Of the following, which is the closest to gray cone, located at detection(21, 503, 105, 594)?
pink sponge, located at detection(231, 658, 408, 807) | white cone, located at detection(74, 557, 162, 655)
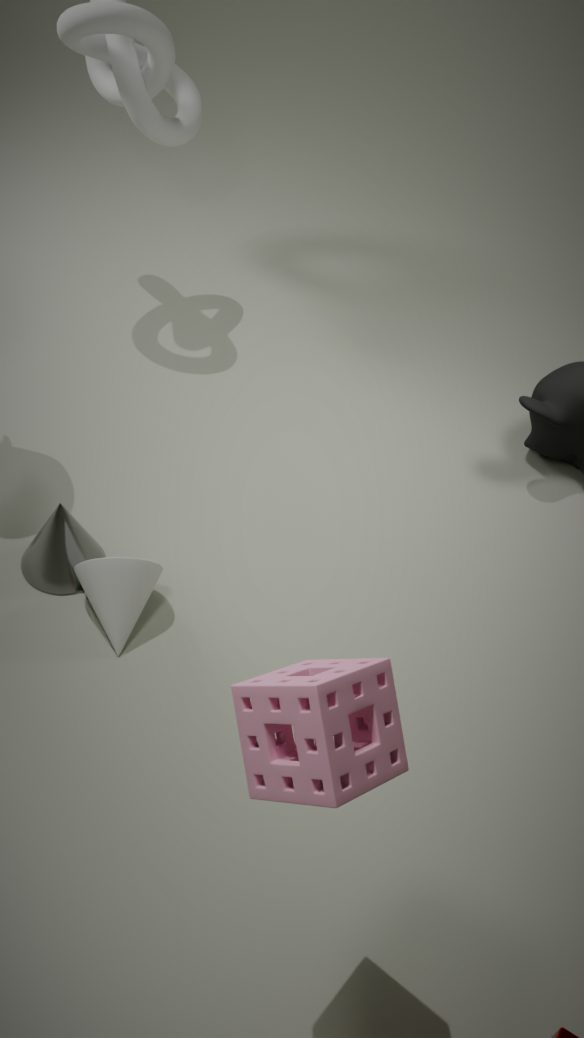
white cone, located at detection(74, 557, 162, 655)
